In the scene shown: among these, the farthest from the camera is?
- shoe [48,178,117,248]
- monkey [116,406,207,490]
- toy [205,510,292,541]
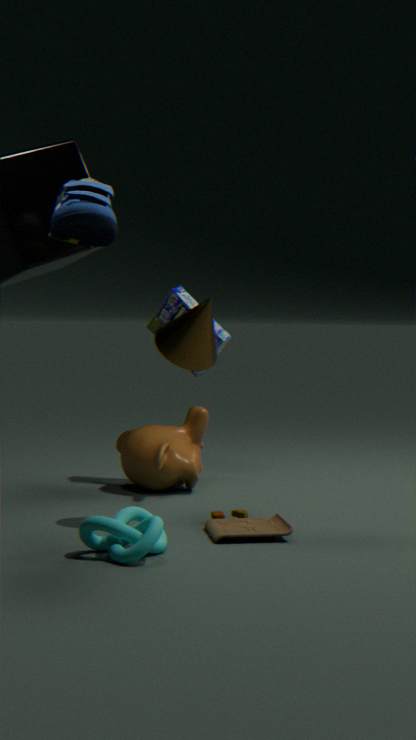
monkey [116,406,207,490]
